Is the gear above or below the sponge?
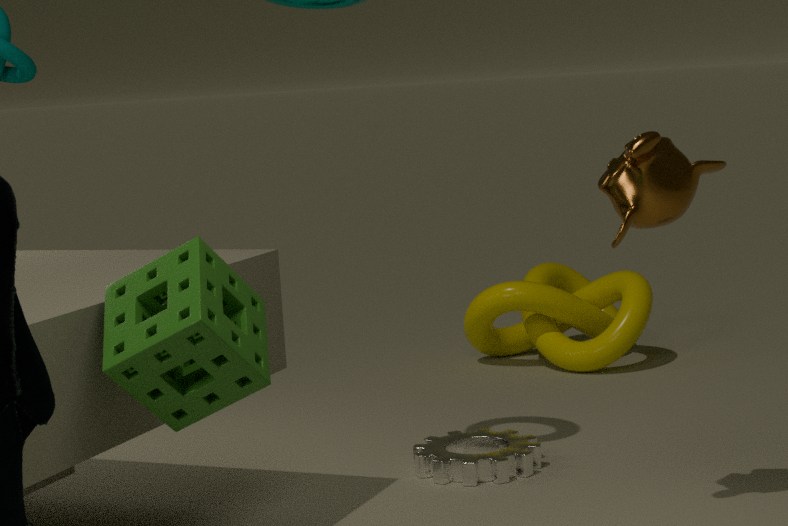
below
